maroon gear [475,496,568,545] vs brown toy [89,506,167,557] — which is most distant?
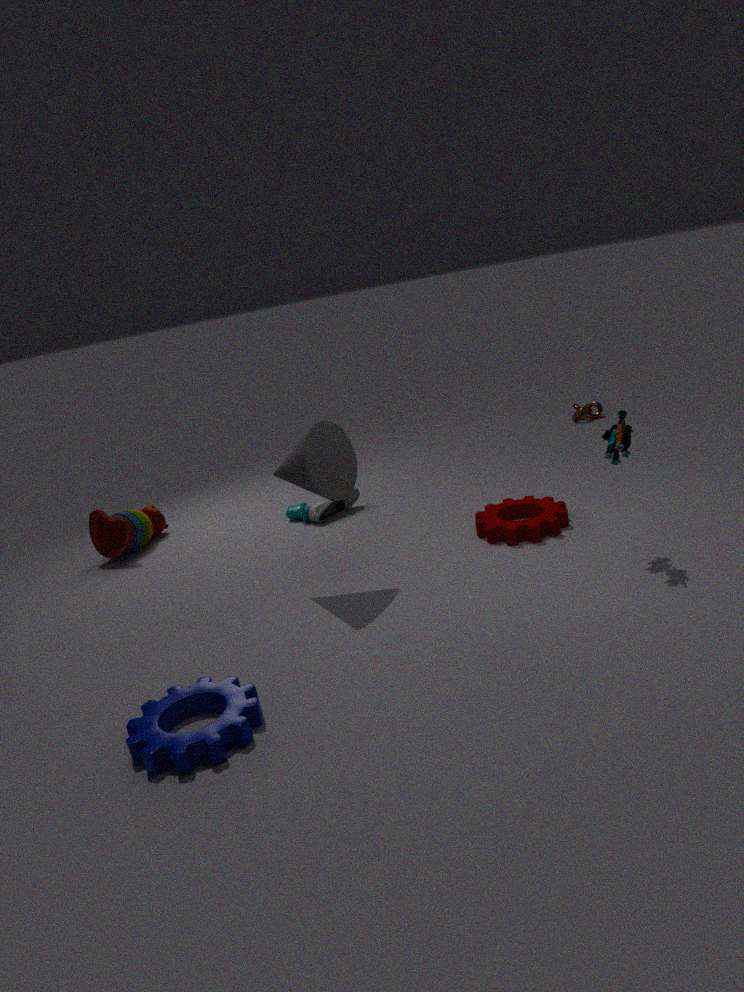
brown toy [89,506,167,557]
